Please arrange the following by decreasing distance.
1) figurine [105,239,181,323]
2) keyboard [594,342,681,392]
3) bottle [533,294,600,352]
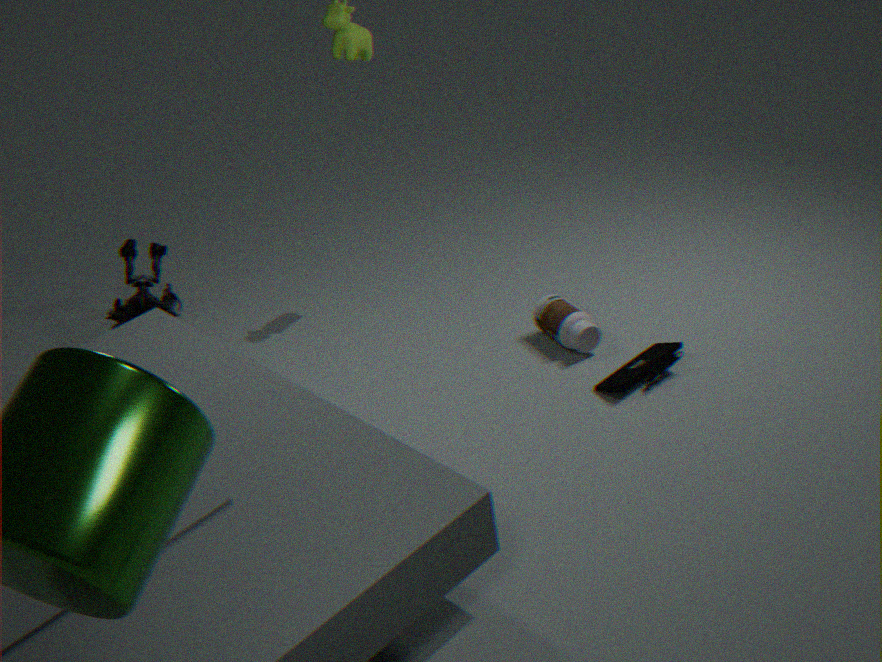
1. figurine [105,239,181,323] → 3. bottle [533,294,600,352] → 2. keyboard [594,342,681,392]
